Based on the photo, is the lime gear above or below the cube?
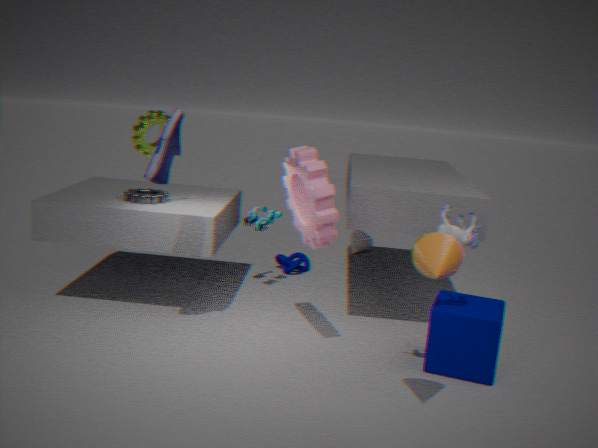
above
